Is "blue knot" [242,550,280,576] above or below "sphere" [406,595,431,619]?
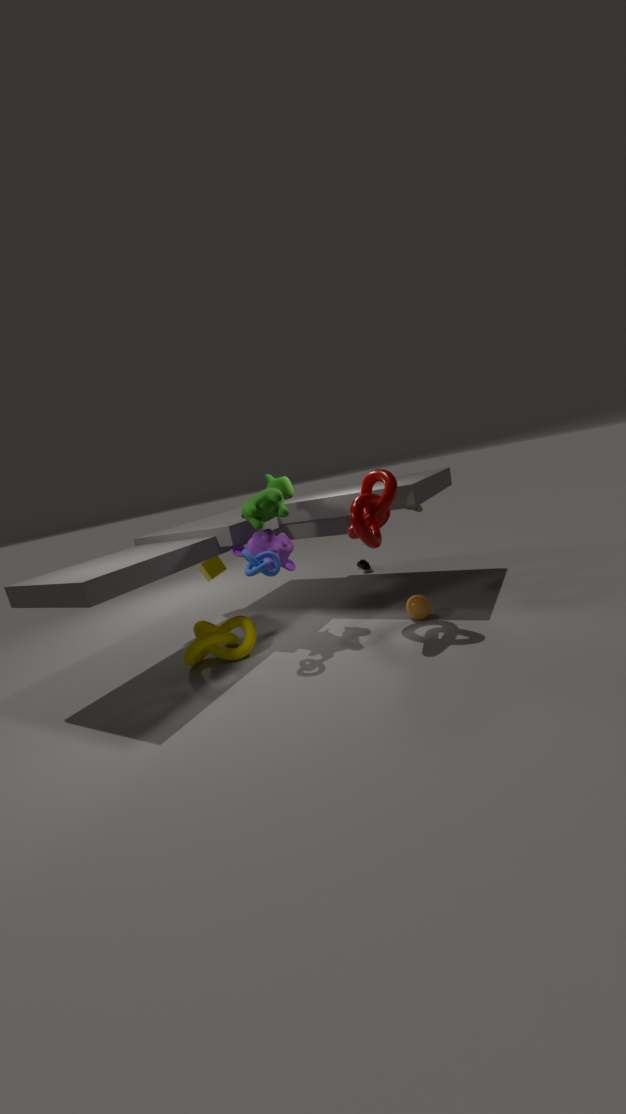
above
